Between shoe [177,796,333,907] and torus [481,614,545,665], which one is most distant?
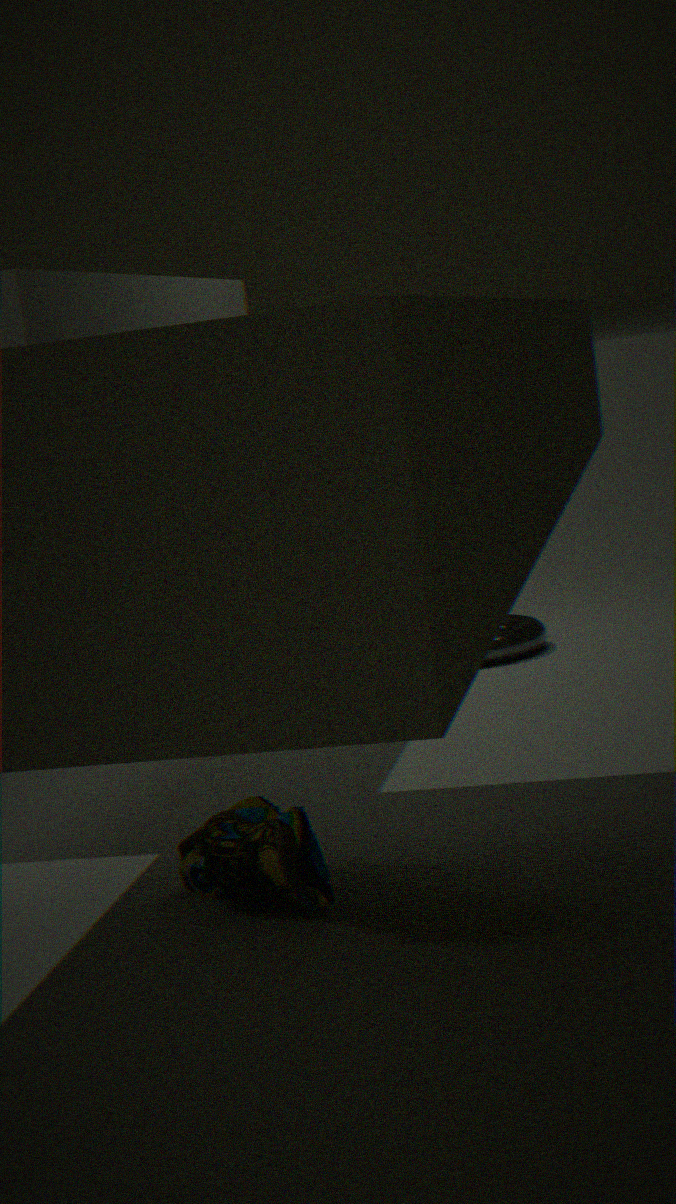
torus [481,614,545,665]
